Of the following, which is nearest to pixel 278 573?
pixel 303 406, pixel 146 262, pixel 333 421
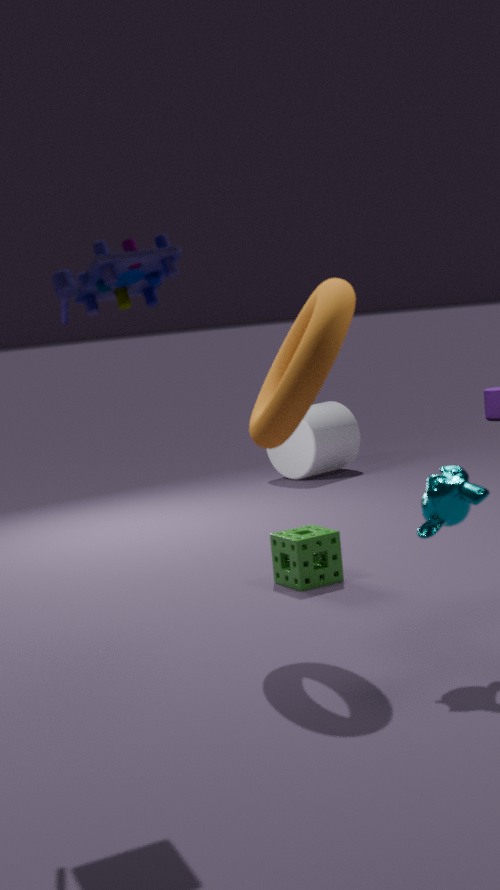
pixel 303 406
